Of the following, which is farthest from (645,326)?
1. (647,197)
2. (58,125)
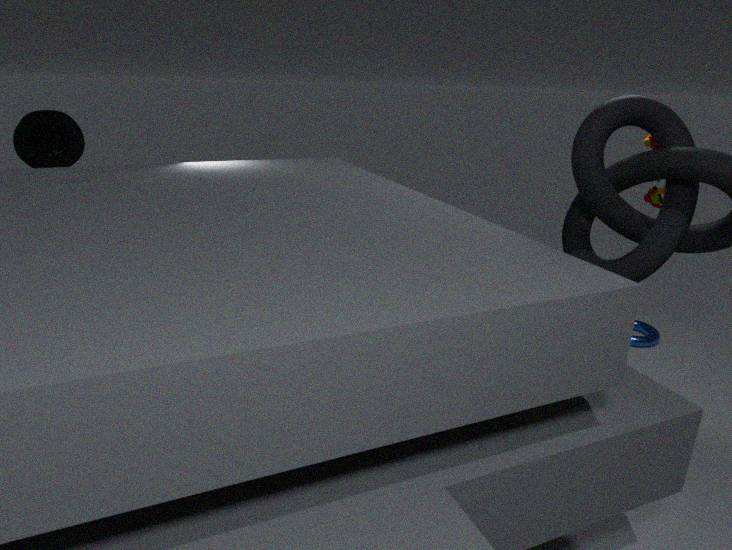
(58,125)
